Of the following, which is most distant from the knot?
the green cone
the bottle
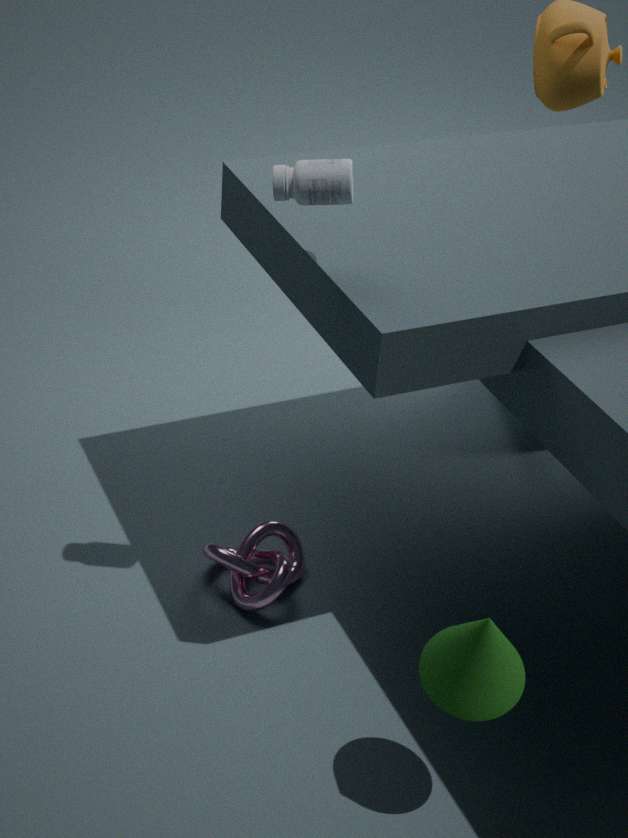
the bottle
